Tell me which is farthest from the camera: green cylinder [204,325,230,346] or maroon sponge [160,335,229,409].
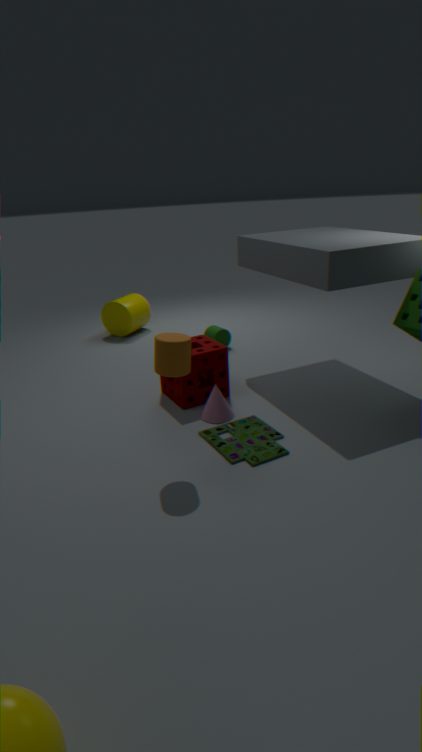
green cylinder [204,325,230,346]
